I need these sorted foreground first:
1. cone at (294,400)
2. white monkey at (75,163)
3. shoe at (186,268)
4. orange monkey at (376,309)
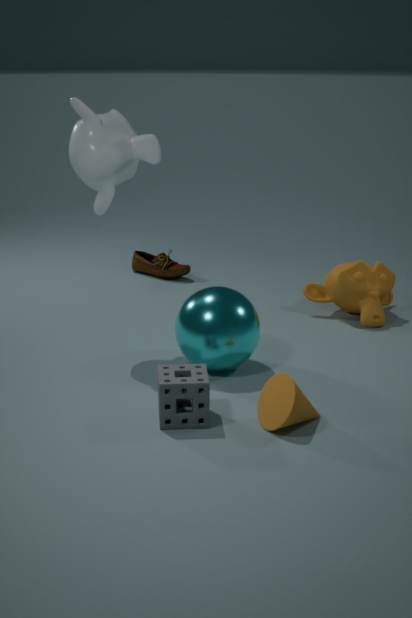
1. cone at (294,400)
2. white monkey at (75,163)
3. orange monkey at (376,309)
4. shoe at (186,268)
